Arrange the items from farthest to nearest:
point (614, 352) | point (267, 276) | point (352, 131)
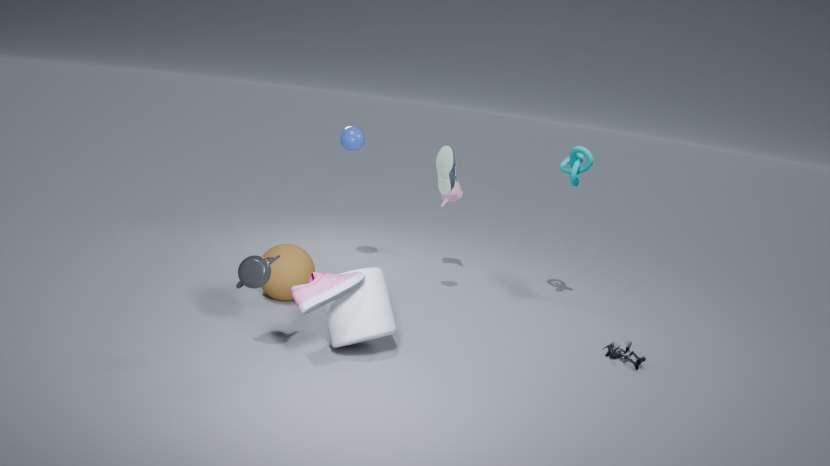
1. point (352, 131)
2. point (614, 352)
3. point (267, 276)
